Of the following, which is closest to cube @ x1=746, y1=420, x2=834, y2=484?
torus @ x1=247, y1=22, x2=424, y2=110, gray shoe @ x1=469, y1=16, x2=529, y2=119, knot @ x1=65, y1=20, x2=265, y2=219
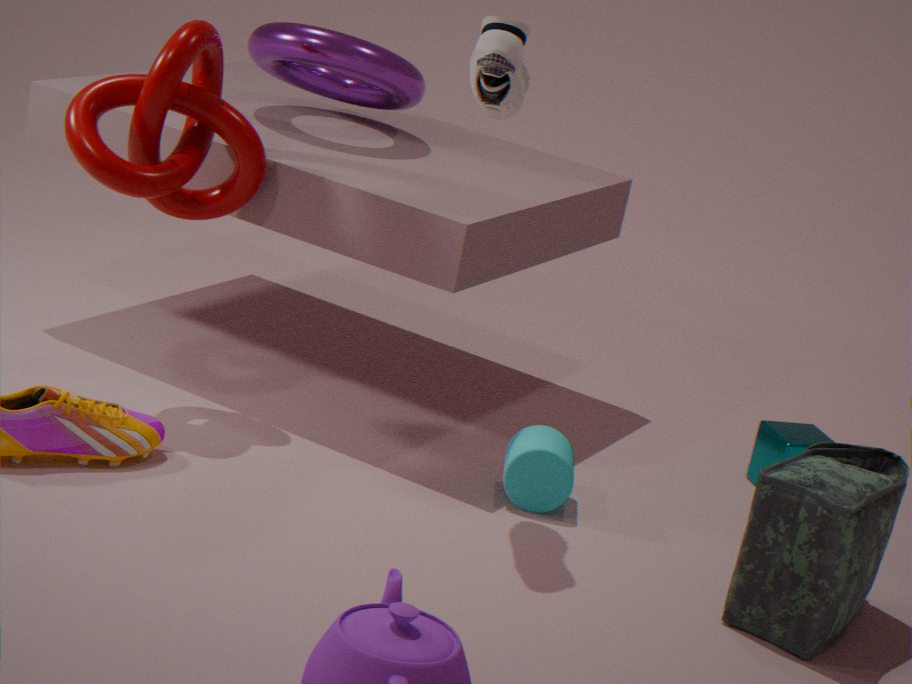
gray shoe @ x1=469, y1=16, x2=529, y2=119
